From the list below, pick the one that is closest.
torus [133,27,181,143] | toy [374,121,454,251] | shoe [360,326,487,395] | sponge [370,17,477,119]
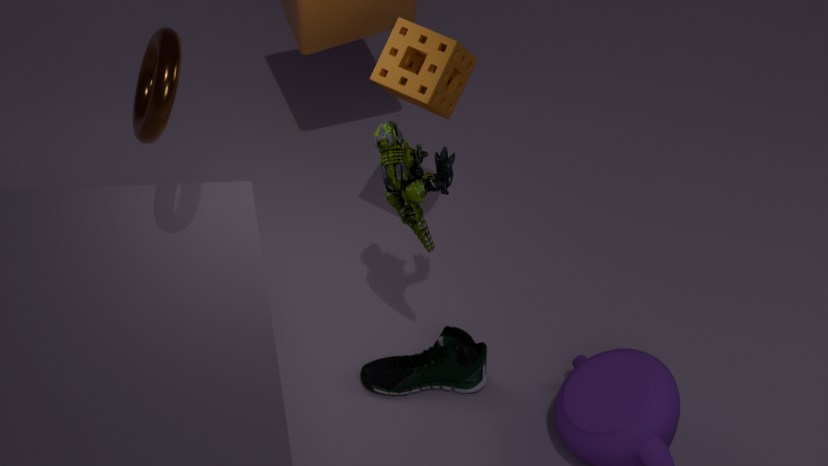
torus [133,27,181,143]
